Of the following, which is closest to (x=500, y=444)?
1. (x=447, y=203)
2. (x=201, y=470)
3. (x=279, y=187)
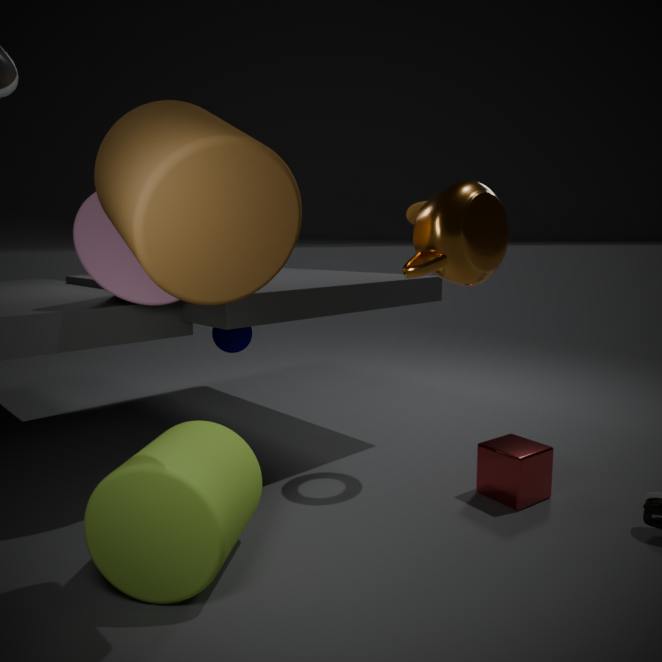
(x=201, y=470)
